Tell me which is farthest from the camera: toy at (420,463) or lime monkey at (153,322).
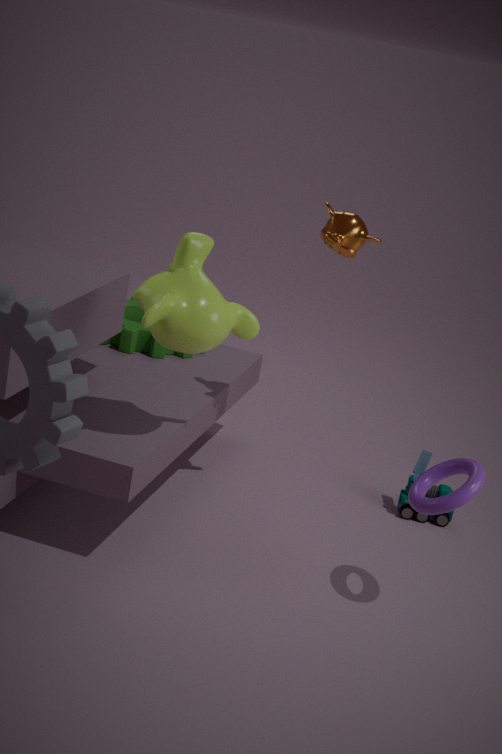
toy at (420,463)
